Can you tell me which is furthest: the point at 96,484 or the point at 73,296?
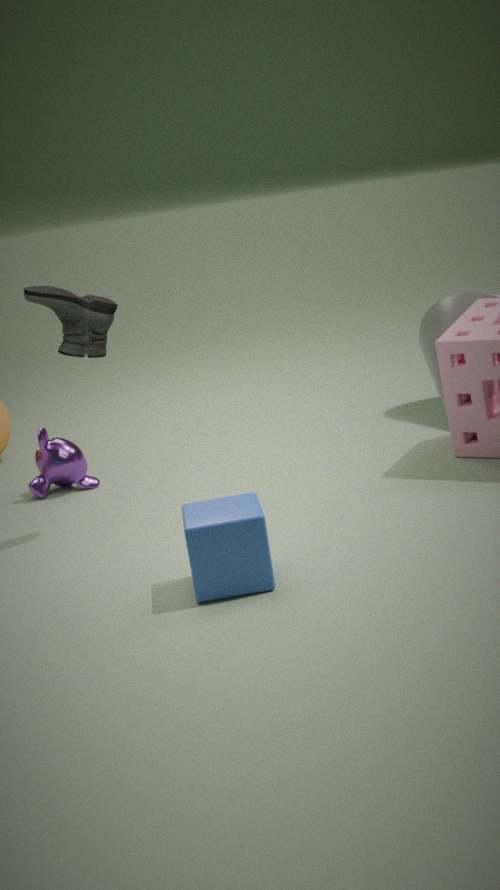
the point at 96,484
